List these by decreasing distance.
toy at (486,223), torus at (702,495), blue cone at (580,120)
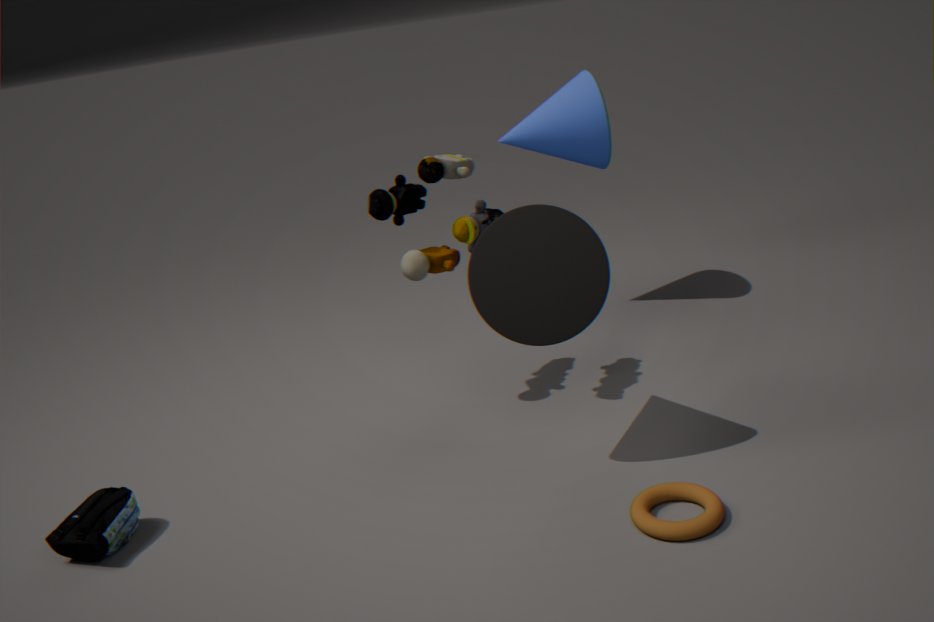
blue cone at (580,120)
toy at (486,223)
torus at (702,495)
